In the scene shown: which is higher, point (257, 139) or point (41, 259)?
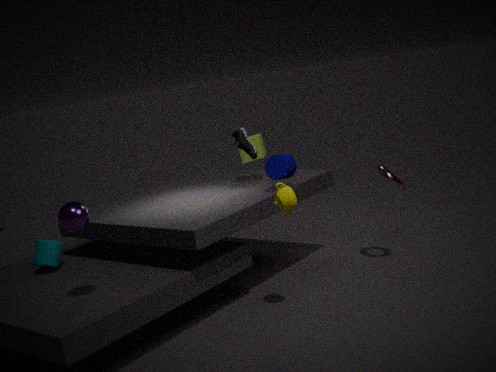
point (257, 139)
